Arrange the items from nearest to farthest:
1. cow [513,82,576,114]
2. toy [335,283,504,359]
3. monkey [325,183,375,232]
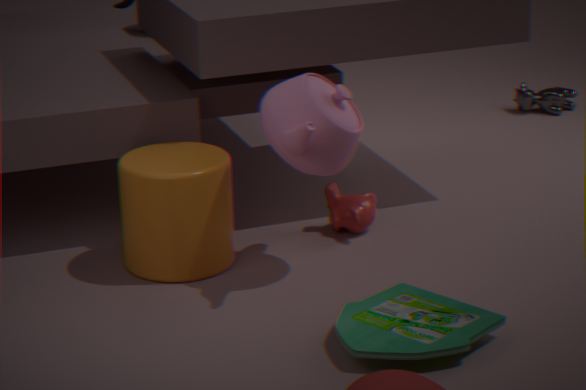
toy [335,283,504,359]
monkey [325,183,375,232]
cow [513,82,576,114]
